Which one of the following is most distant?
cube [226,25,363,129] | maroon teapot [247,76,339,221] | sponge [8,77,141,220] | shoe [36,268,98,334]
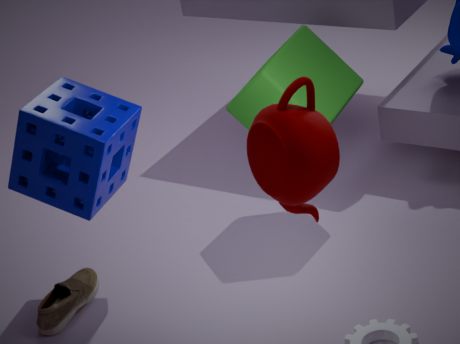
shoe [36,268,98,334]
